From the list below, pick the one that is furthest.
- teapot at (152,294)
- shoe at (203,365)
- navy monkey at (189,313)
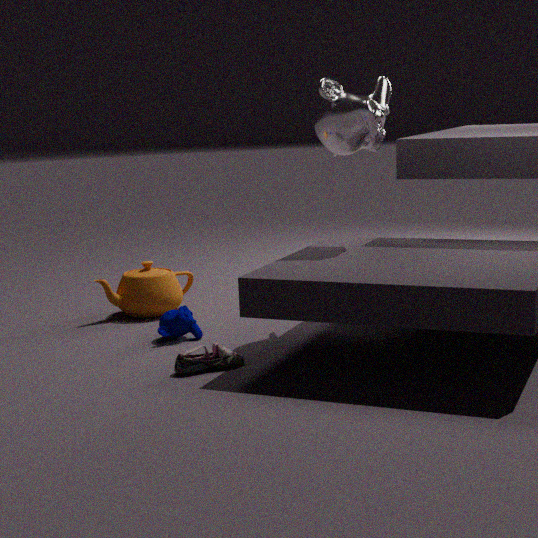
teapot at (152,294)
